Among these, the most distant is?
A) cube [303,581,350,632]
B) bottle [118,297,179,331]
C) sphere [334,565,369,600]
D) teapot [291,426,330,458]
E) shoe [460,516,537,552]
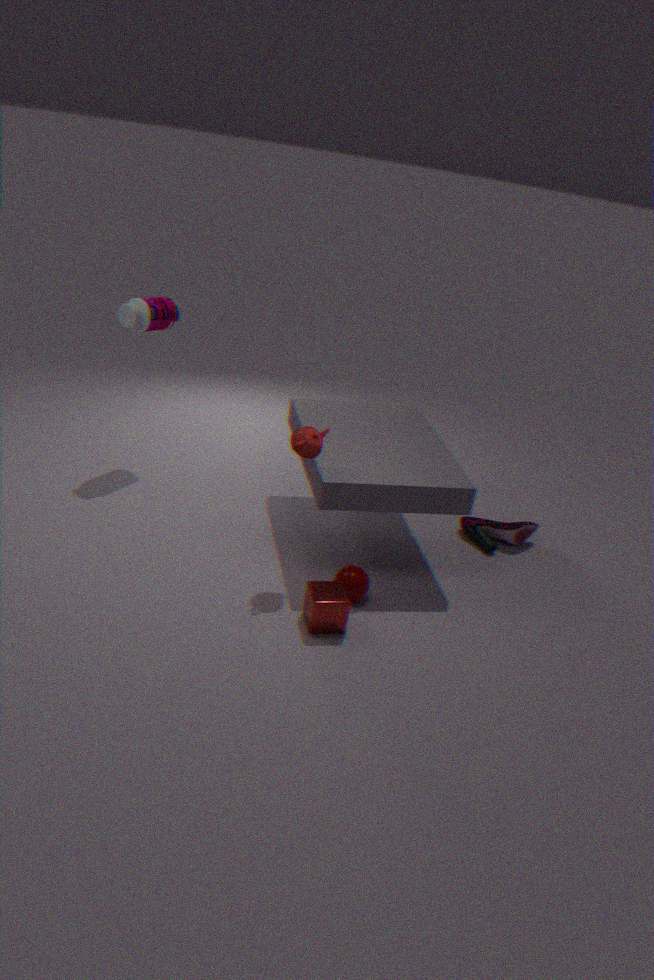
shoe [460,516,537,552]
